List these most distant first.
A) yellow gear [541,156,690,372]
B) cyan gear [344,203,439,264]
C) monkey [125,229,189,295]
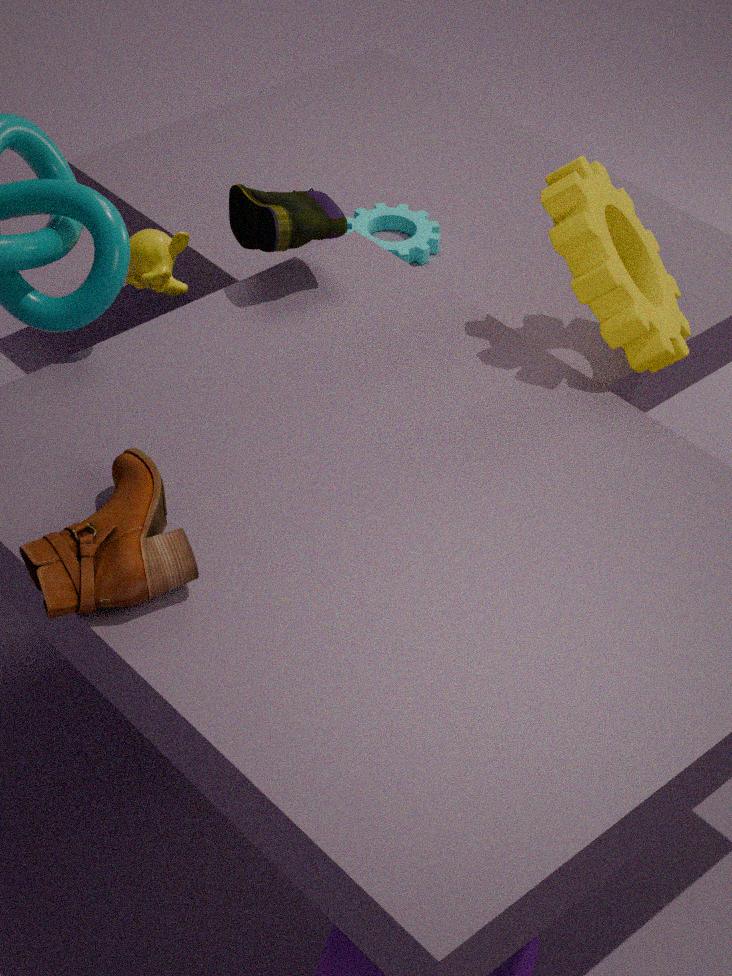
1. cyan gear [344,203,439,264]
2. monkey [125,229,189,295]
3. yellow gear [541,156,690,372]
